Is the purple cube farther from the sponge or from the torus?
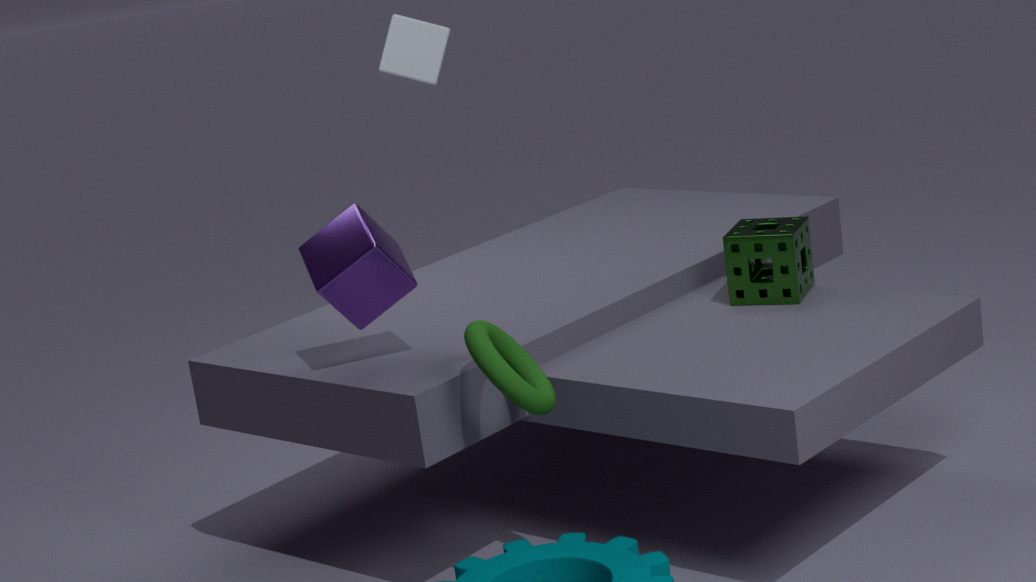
the sponge
